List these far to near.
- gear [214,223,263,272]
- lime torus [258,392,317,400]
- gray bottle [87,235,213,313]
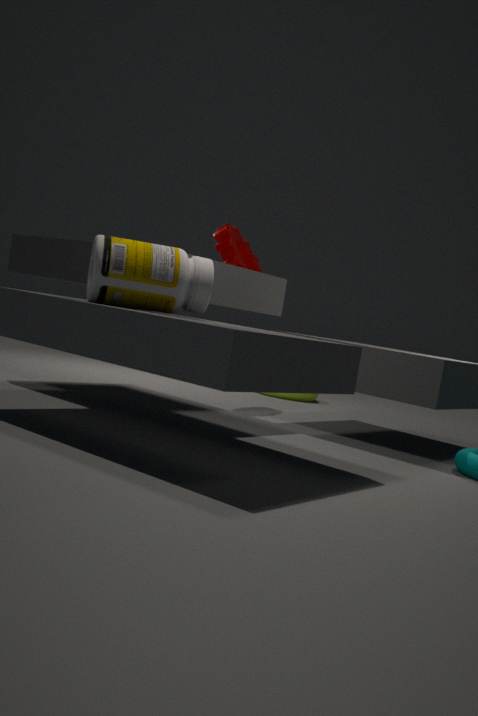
lime torus [258,392,317,400] → gear [214,223,263,272] → gray bottle [87,235,213,313]
